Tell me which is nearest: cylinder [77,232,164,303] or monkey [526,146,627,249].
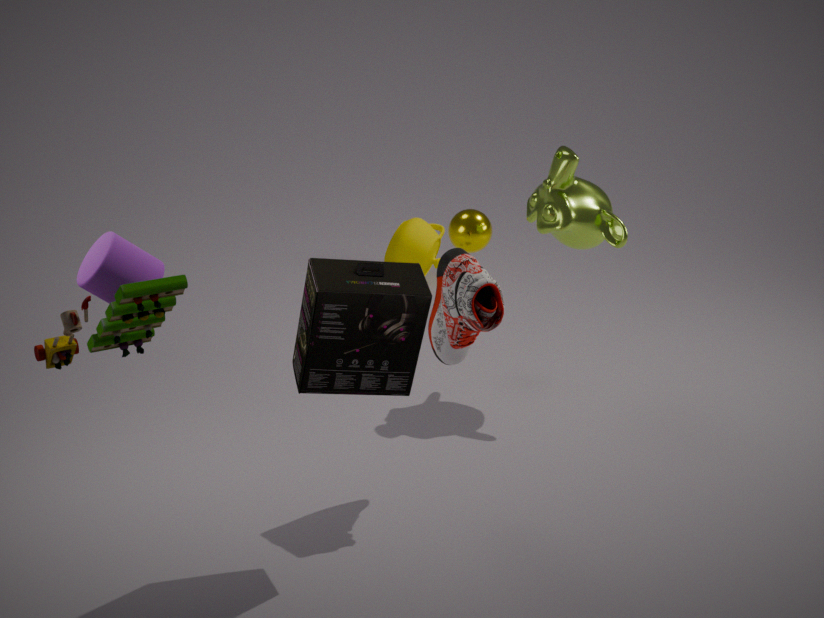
cylinder [77,232,164,303]
